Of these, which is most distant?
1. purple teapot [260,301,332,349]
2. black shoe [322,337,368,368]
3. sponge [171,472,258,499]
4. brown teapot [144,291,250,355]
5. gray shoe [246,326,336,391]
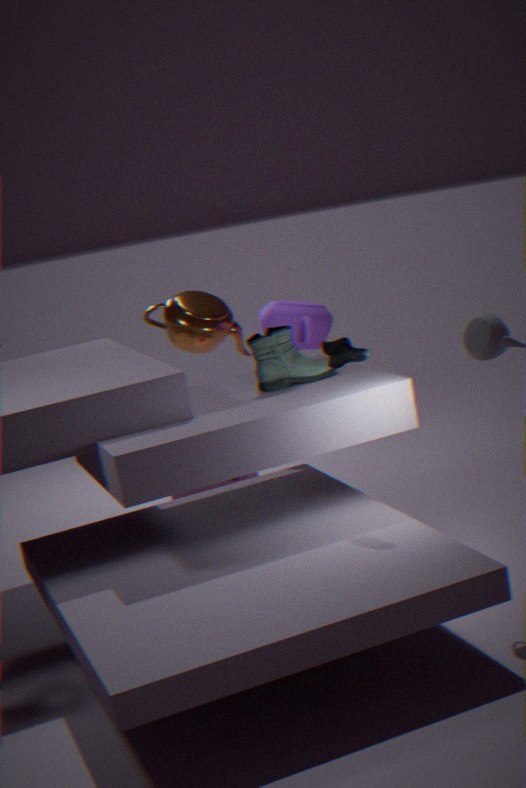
brown teapot [144,291,250,355]
